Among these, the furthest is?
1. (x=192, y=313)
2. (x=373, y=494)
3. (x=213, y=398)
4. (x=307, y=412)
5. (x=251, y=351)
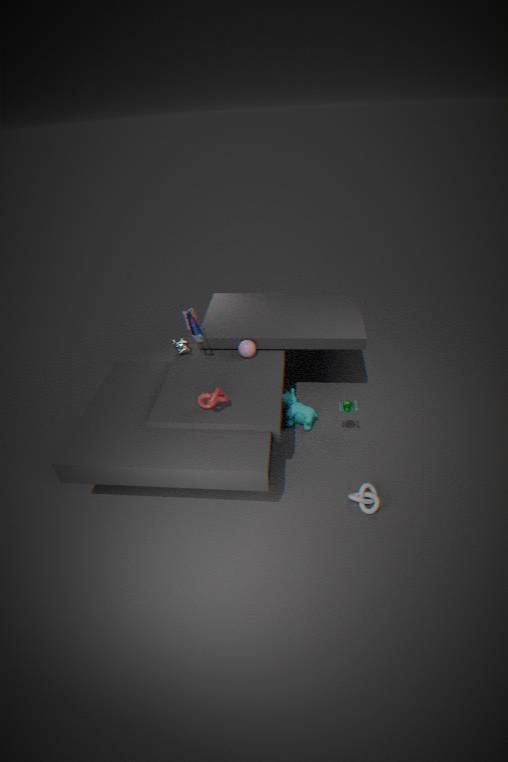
(x=307, y=412)
